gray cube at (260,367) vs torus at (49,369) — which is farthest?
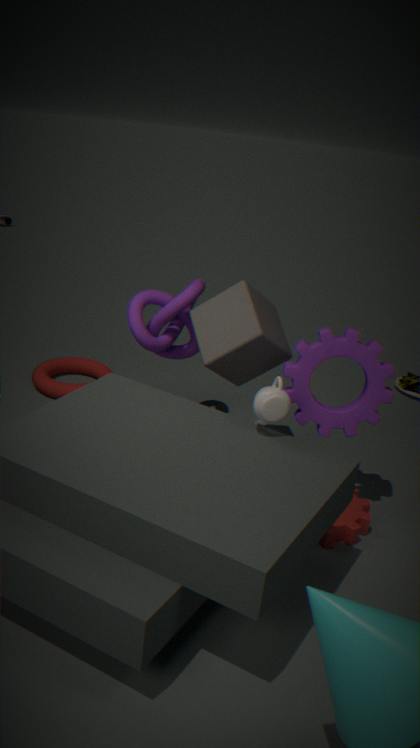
torus at (49,369)
